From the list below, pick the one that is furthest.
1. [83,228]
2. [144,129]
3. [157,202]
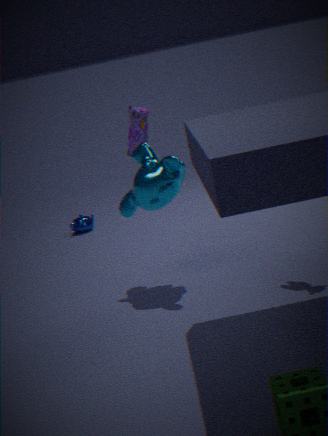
[83,228]
